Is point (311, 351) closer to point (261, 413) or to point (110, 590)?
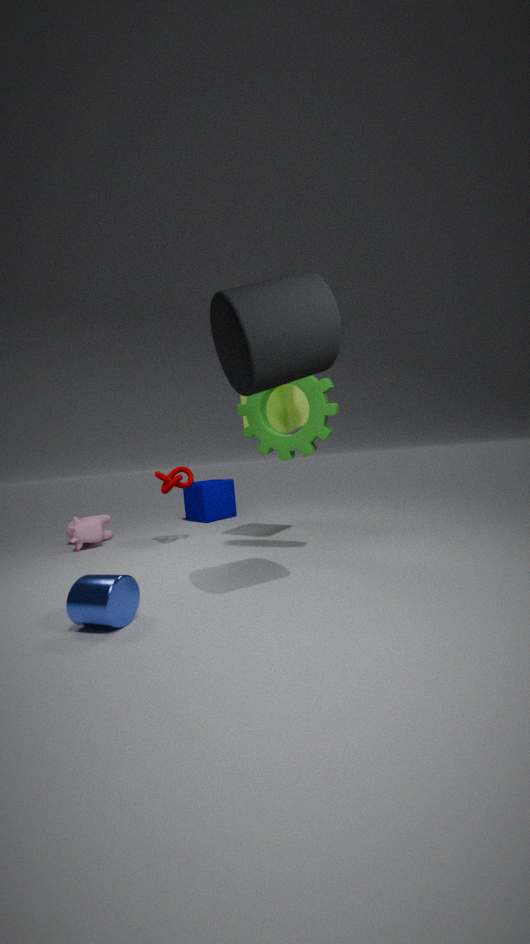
point (261, 413)
